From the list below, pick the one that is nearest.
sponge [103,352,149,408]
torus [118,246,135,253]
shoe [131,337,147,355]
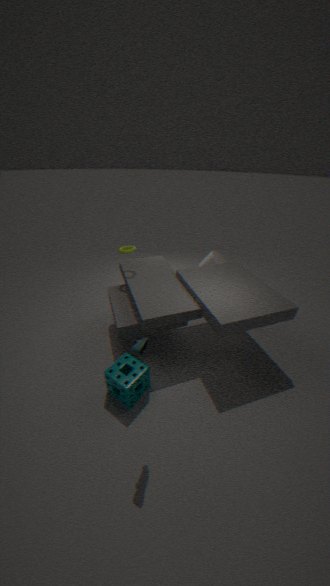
shoe [131,337,147,355]
